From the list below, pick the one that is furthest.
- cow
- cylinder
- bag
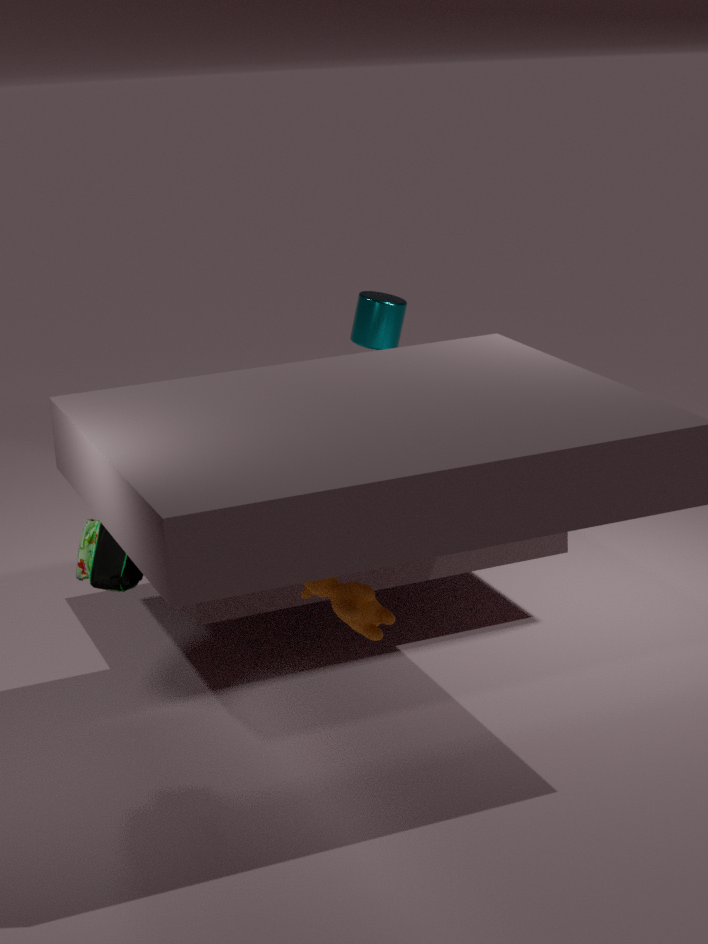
cylinder
